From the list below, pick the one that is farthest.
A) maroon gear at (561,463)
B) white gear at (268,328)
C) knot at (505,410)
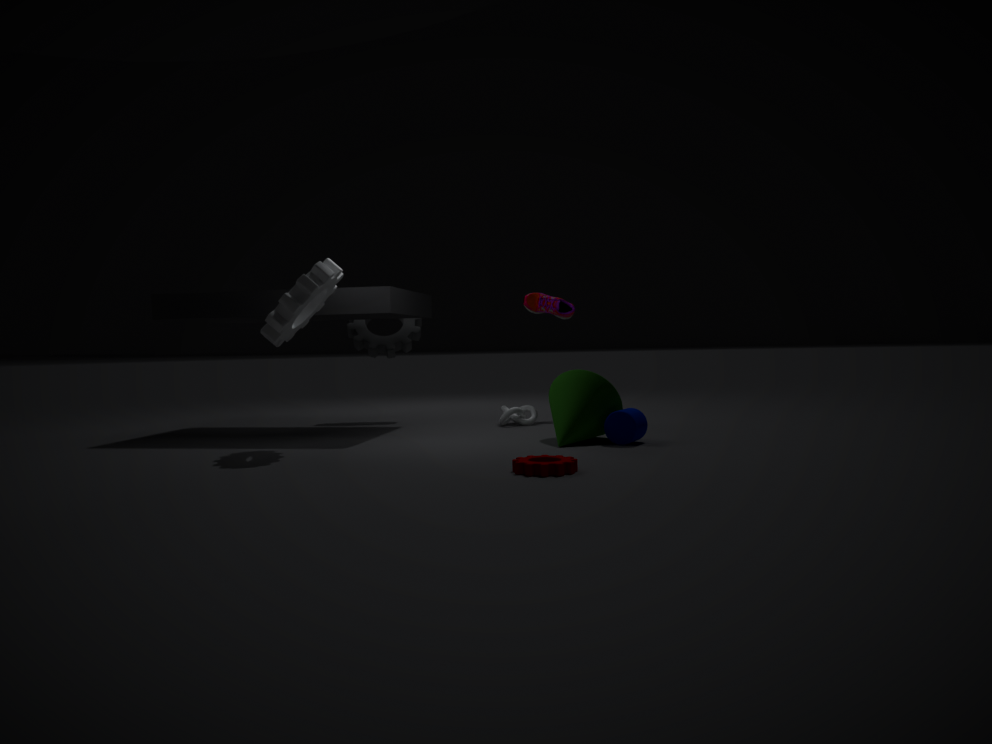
knot at (505,410)
